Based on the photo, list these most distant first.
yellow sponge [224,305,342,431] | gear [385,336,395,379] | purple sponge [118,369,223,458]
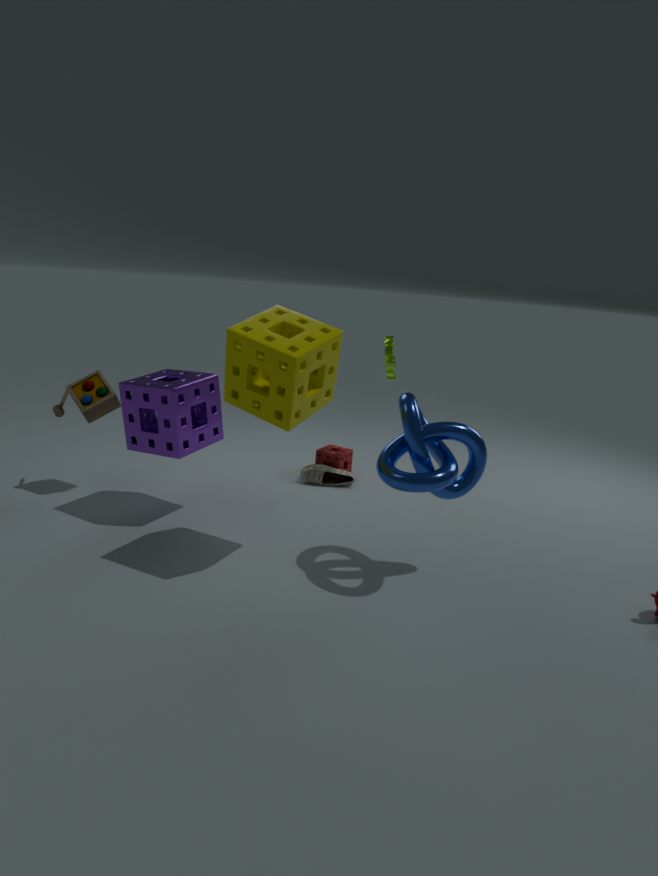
1. gear [385,336,395,379]
2. purple sponge [118,369,223,458]
3. yellow sponge [224,305,342,431]
